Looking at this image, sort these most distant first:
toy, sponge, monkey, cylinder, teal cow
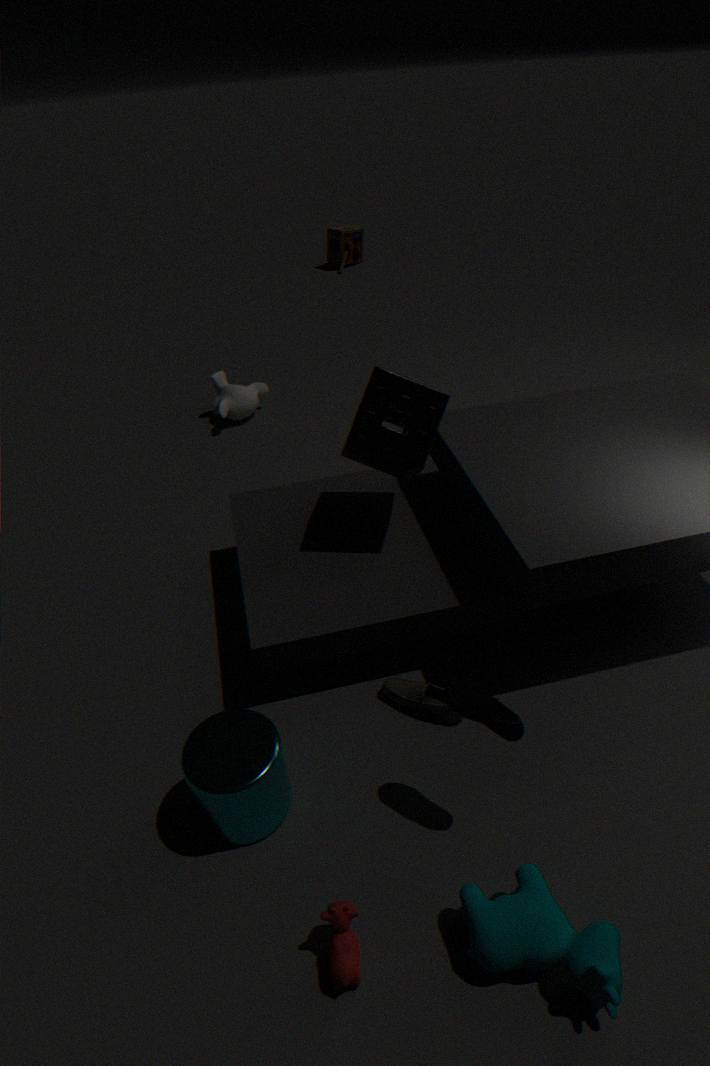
toy
monkey
sponge
cylinder
teal cow
